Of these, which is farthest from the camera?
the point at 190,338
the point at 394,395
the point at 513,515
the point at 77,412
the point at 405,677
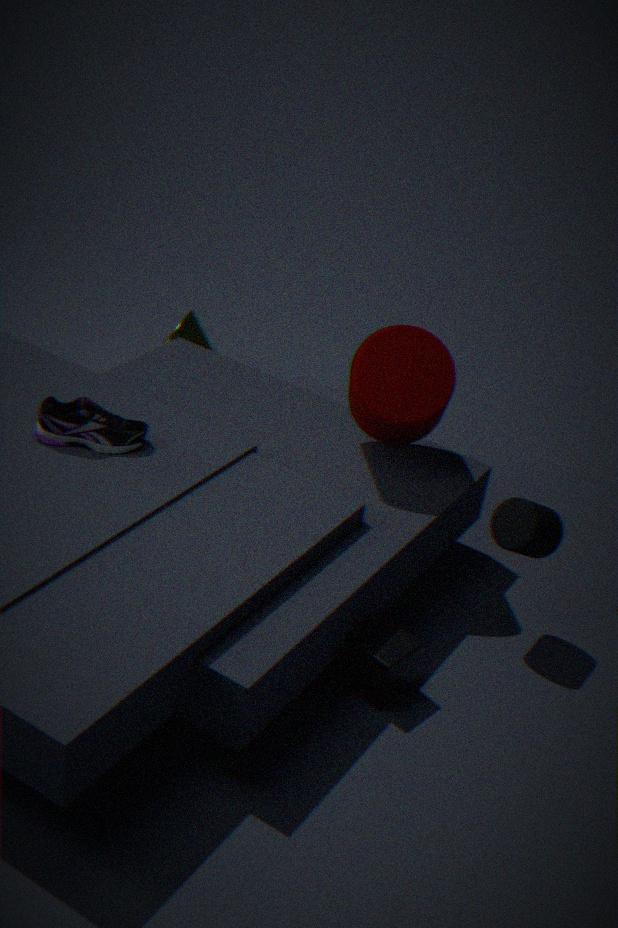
the point at 190,338
